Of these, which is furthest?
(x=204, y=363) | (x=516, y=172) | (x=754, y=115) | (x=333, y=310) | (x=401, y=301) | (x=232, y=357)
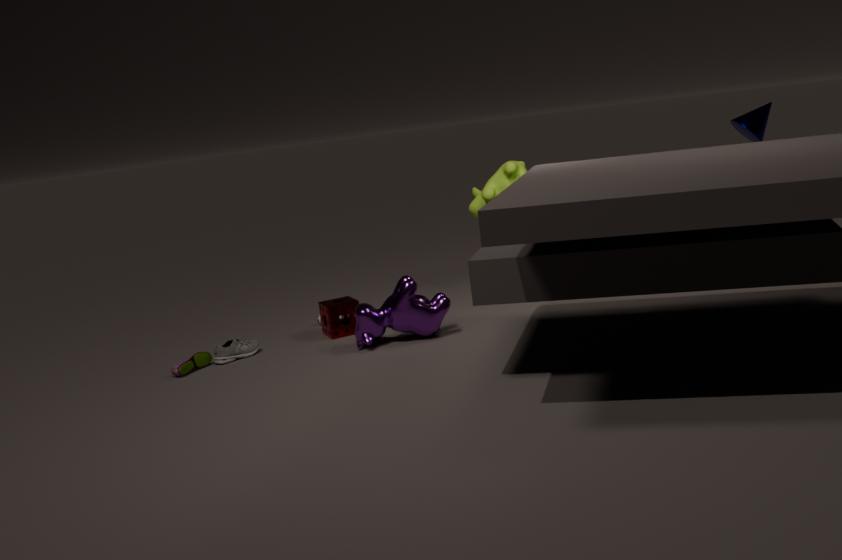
(x=516, y=172)
